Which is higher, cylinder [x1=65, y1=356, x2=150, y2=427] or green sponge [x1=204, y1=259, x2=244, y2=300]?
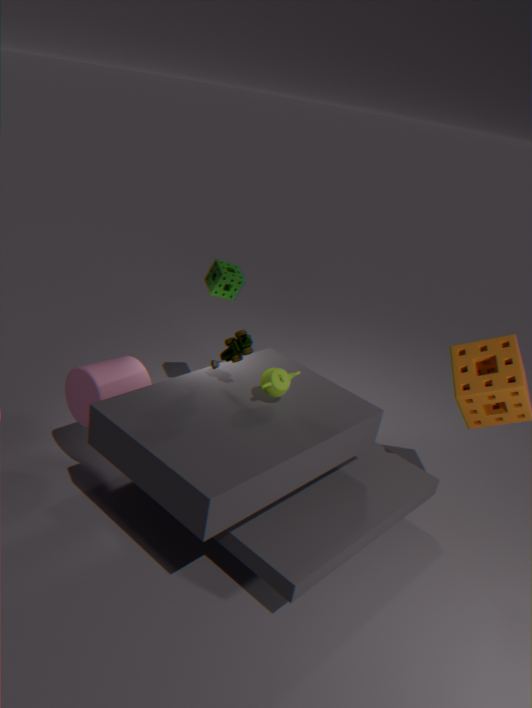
green sponge [x1=204, y1=259, x2=244, y2=300]
